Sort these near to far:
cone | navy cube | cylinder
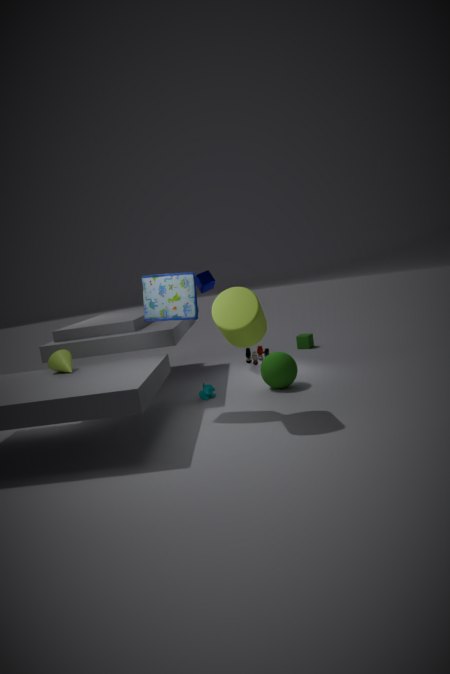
1. cylinder
2. cone
3. navy cube
